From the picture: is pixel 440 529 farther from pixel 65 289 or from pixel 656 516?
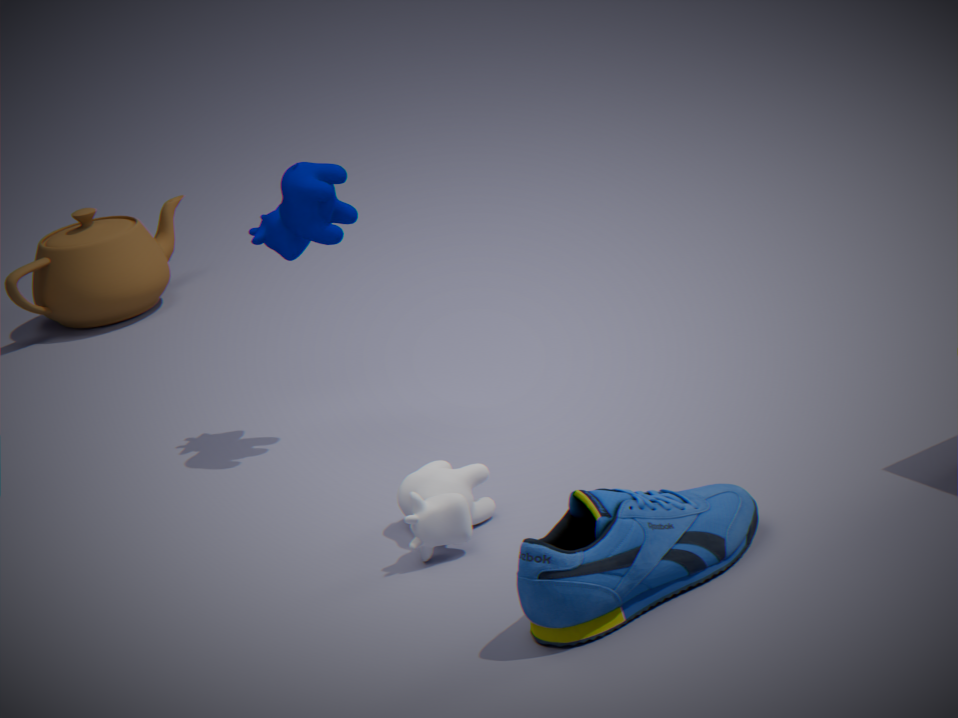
pixel 65 289
